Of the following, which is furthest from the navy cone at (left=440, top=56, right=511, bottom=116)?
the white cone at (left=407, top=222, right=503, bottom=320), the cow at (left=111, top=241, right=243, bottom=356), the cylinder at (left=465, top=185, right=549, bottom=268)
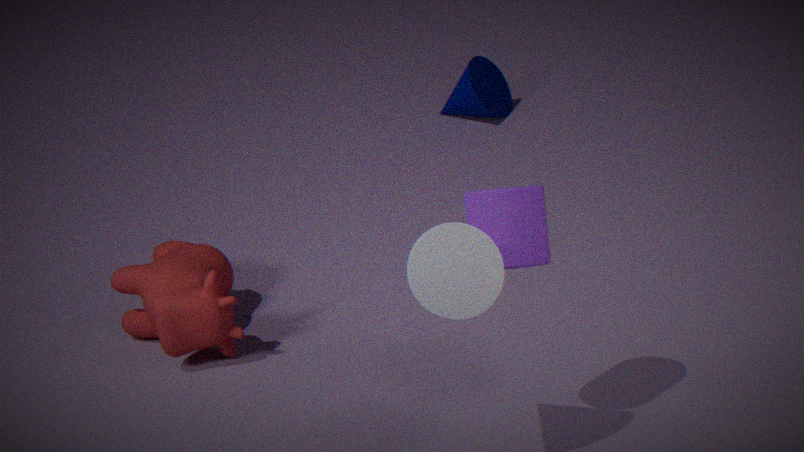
the white cone at (left=407, top=222, right=503, bottom=320)
